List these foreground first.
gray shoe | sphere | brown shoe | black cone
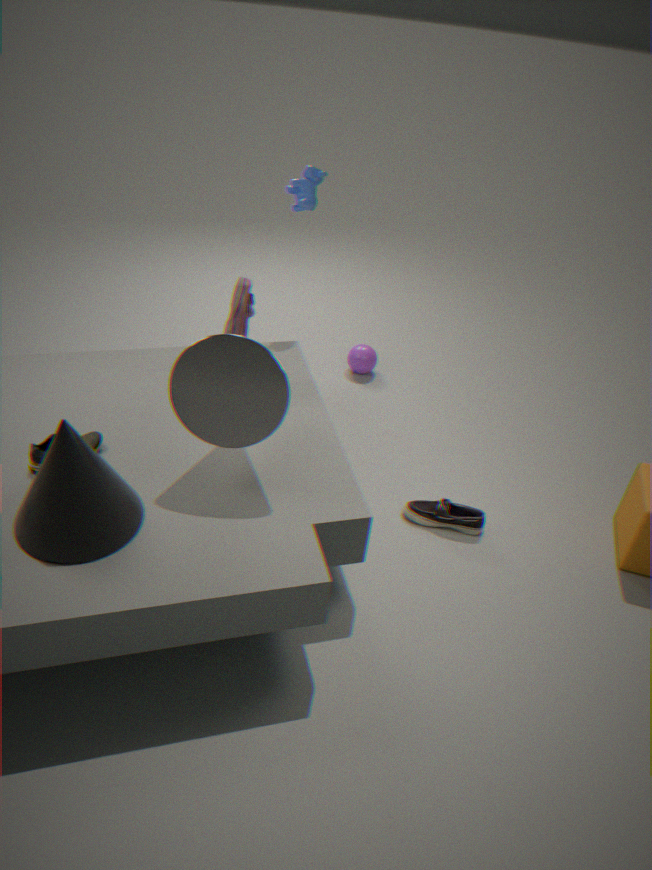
black cone → brown shoe → gray shoe → sphere
